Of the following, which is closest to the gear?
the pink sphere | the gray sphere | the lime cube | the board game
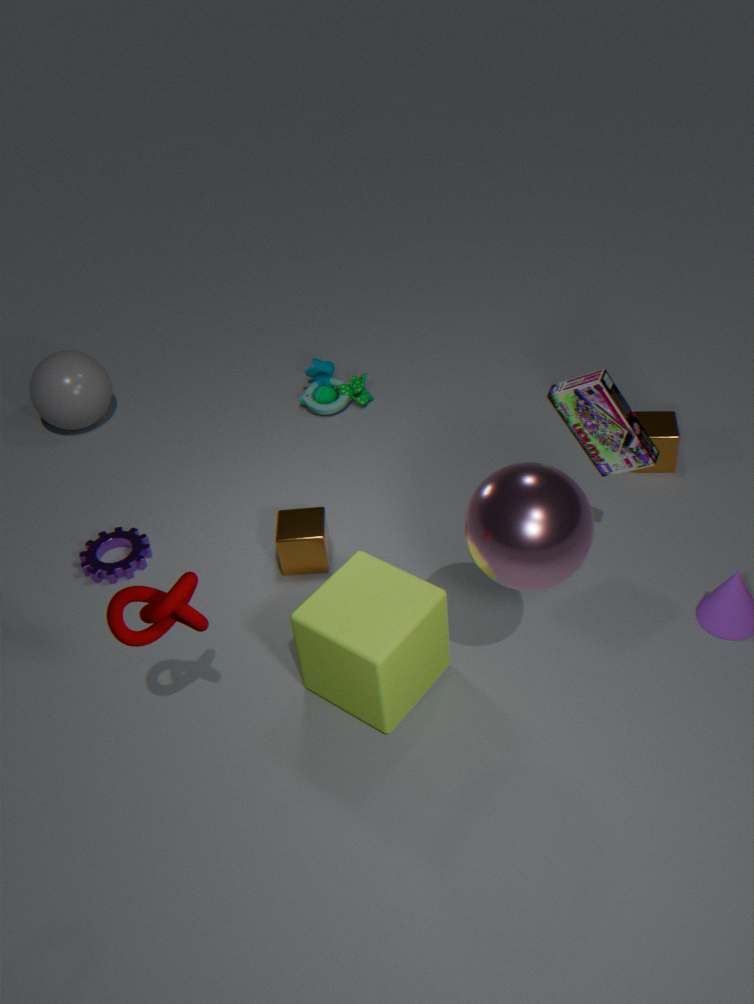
the gray sphere
